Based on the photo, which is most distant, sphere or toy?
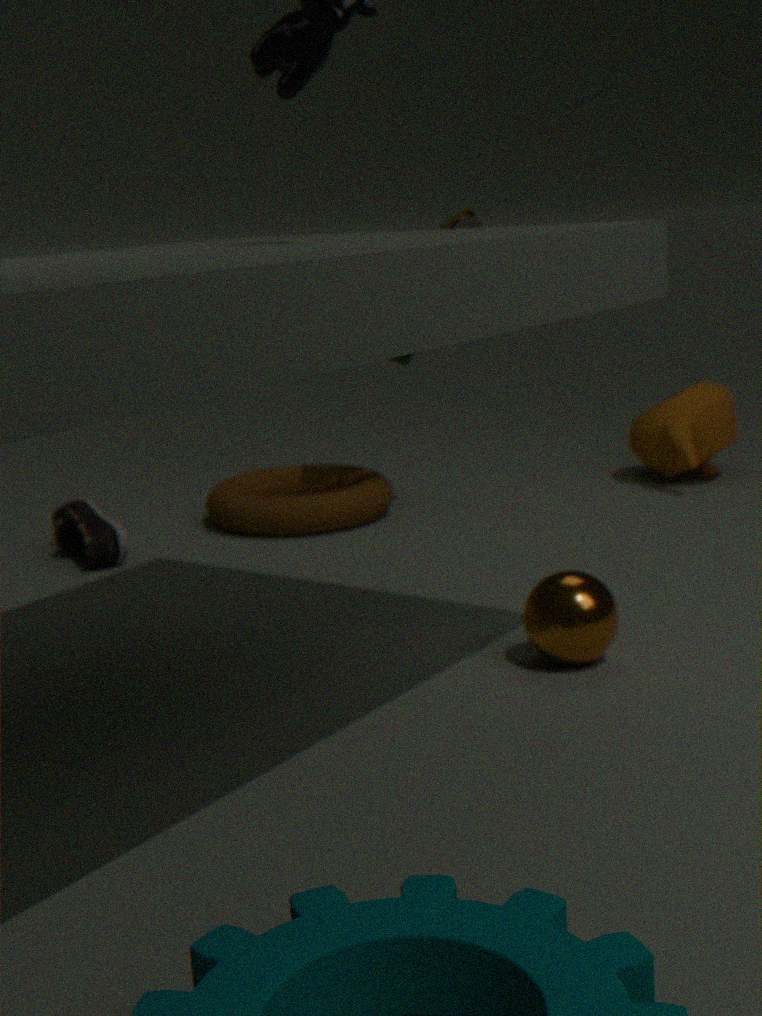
toy
